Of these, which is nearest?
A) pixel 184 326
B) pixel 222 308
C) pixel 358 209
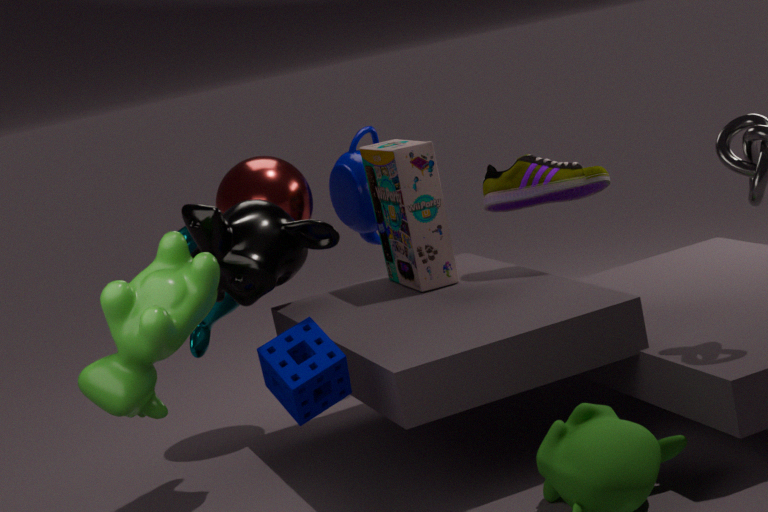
pixel 184 326
